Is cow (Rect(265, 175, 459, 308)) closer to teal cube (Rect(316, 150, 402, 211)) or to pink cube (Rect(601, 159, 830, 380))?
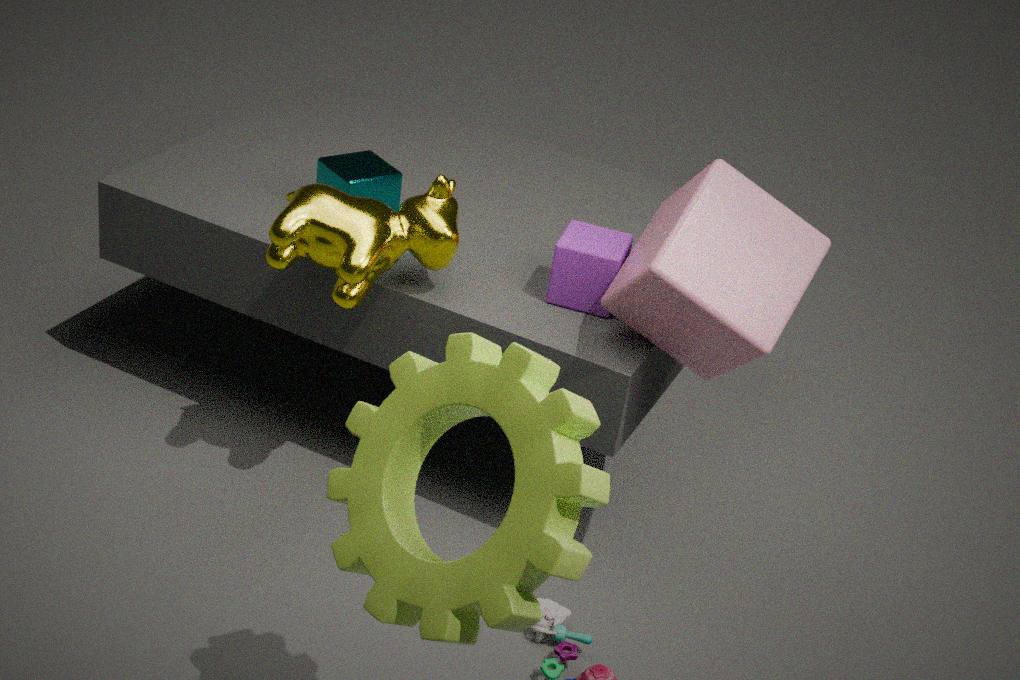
teal cube (Rect(316, 150, 402, 211))
